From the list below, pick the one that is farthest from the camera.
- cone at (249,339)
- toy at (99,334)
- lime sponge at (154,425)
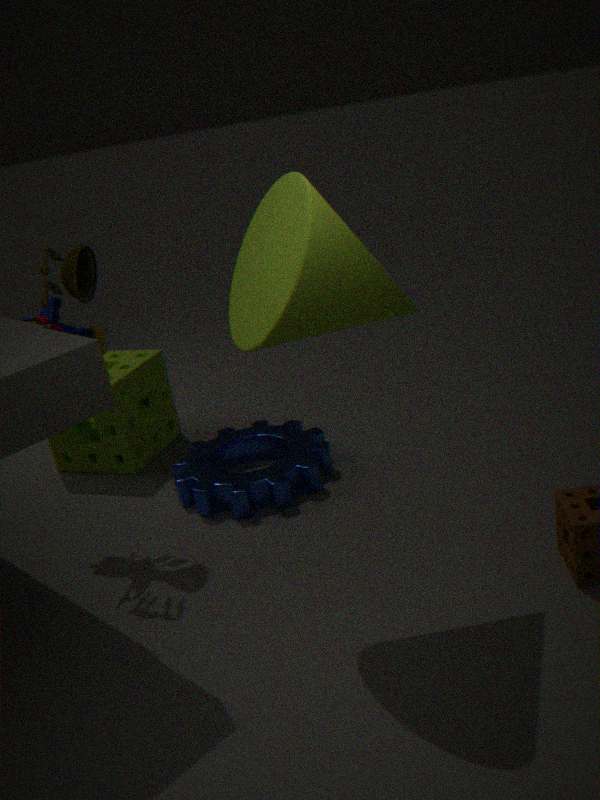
lime sponge at (154,425)
